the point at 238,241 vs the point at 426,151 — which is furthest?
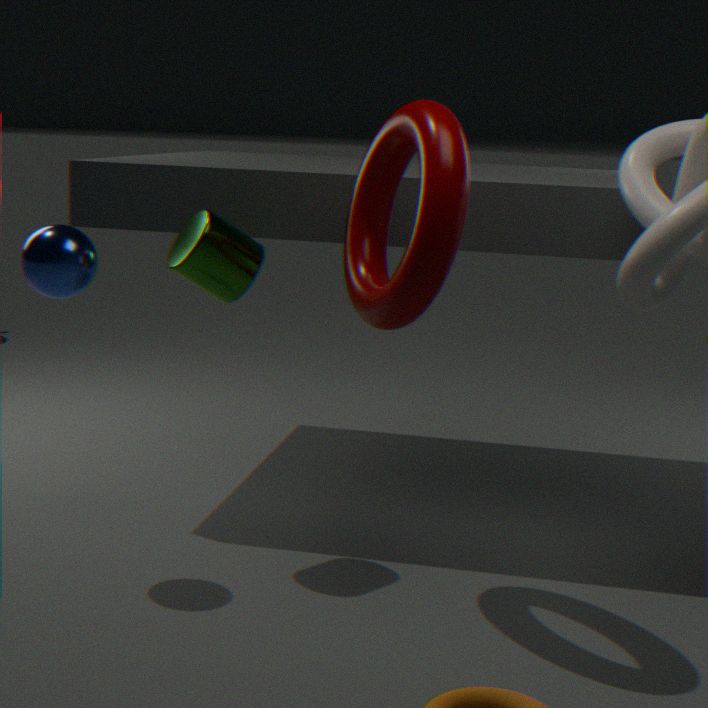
the point at 238,241
